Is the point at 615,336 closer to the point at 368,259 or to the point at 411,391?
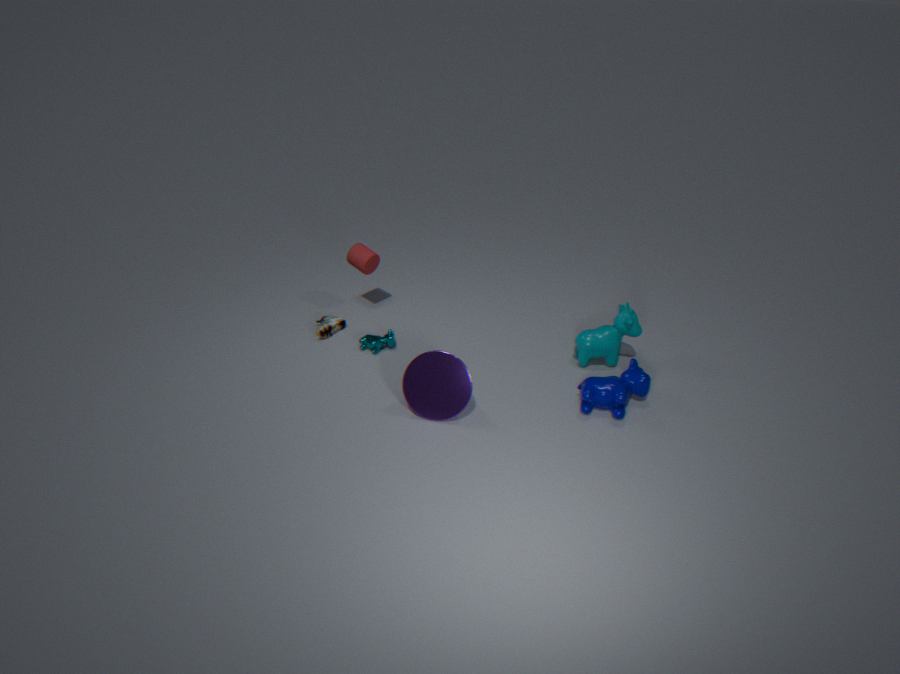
the point at 411,391
